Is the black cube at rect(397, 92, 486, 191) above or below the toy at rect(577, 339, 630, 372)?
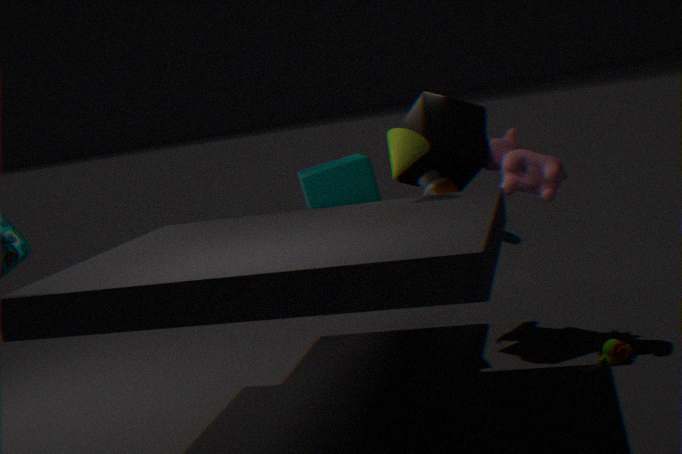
above
